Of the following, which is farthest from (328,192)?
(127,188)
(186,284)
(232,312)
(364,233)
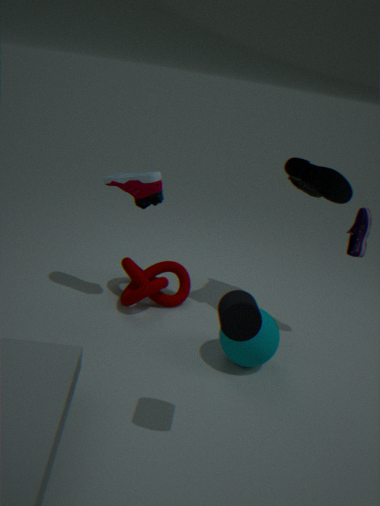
(232,312)
